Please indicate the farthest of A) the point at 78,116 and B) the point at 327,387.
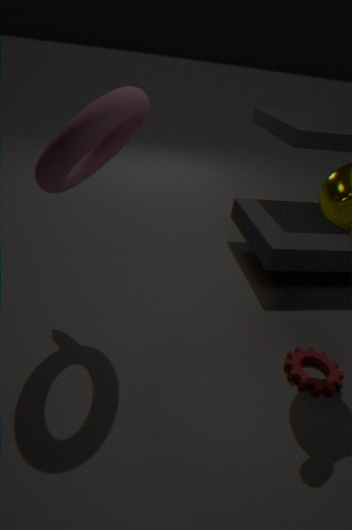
B. the point at 327,387
